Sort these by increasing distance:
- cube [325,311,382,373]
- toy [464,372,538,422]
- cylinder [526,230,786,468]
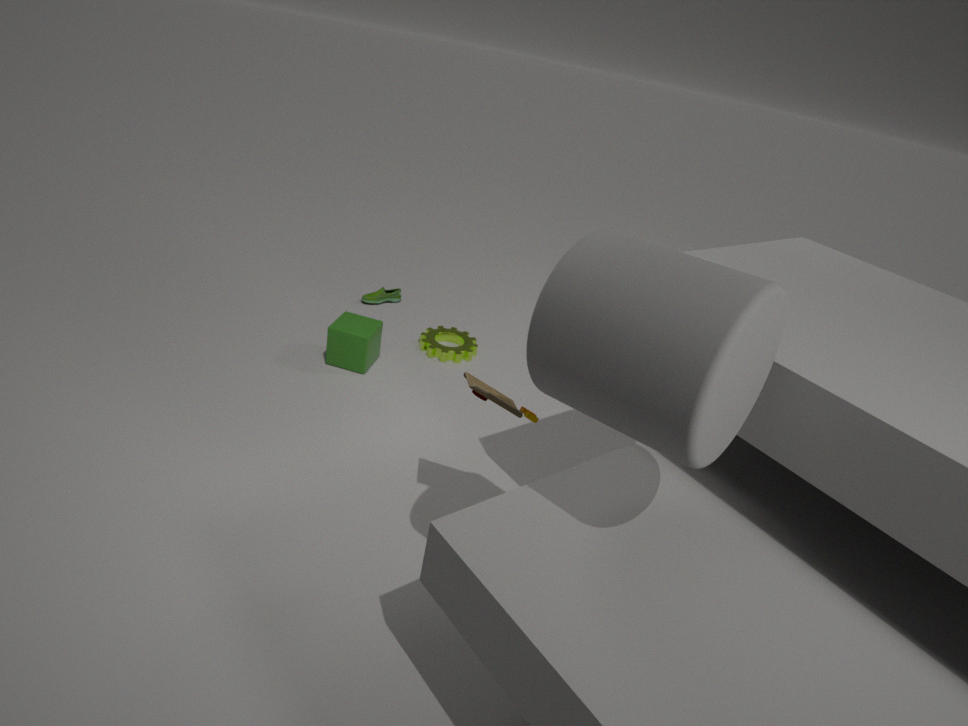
cylinder [526,230,786,468]
toy [464,372,538,422]
cube [325,311,382,373]
